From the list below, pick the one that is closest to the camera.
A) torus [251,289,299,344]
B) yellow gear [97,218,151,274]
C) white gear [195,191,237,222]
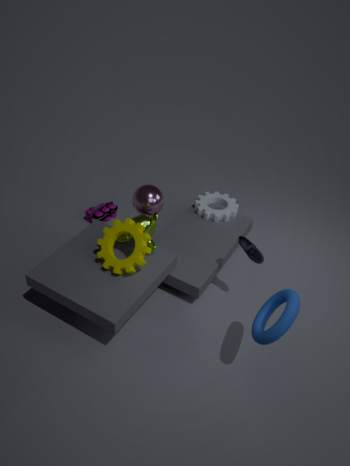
torus [251,289,299,344]
